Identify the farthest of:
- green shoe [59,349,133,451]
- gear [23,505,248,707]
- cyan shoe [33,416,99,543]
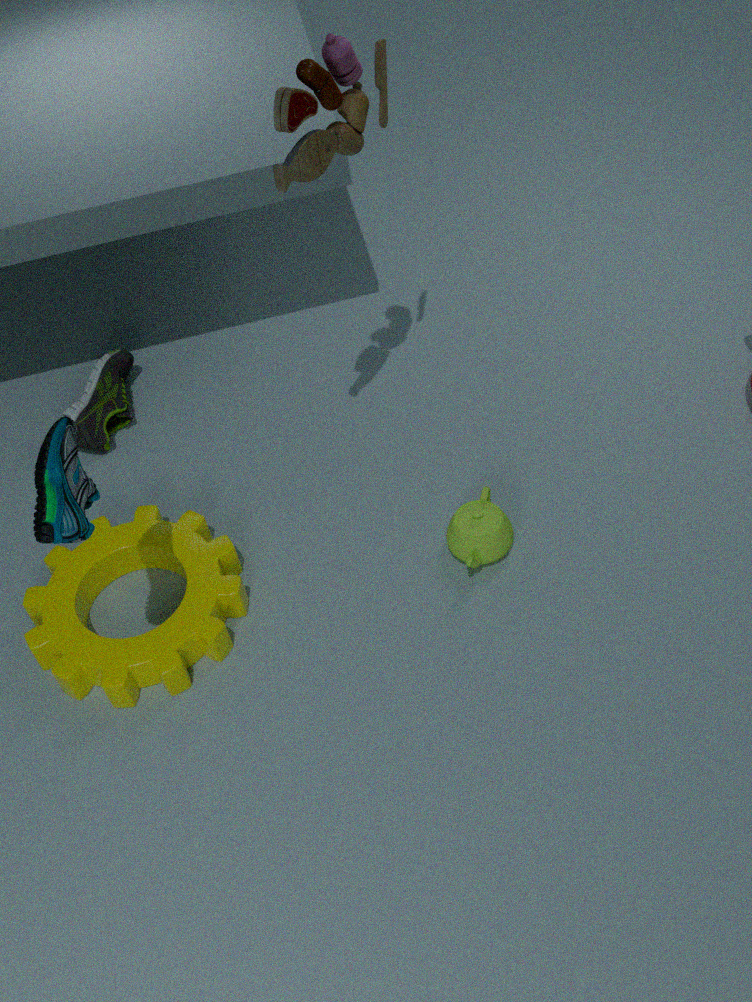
green shoe [59,349,133,451]
